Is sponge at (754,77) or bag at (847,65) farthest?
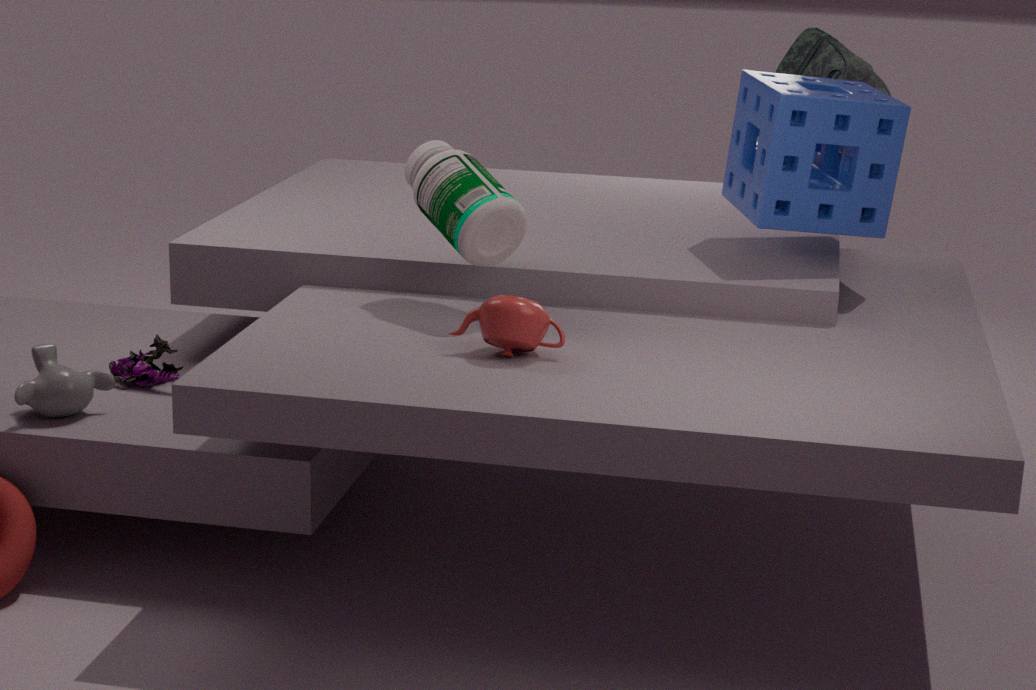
bag at (847,65)
